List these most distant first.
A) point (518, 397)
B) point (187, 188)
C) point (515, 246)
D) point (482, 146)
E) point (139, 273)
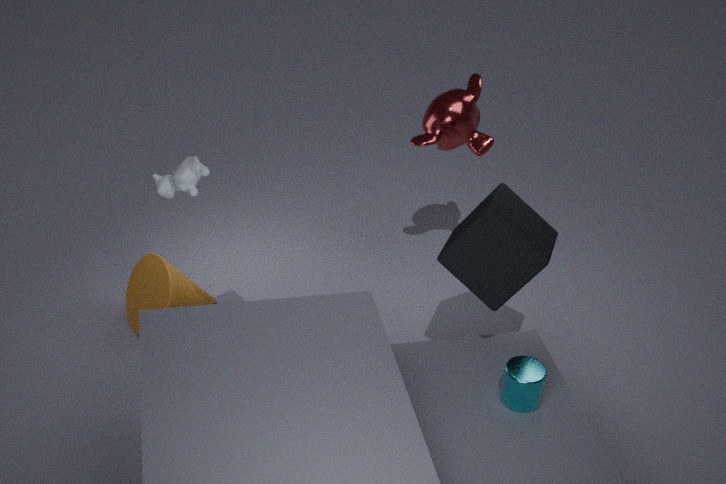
point (482, 146), point (139, 273), point (515, 246), point (518, 397), point (187, 188)
